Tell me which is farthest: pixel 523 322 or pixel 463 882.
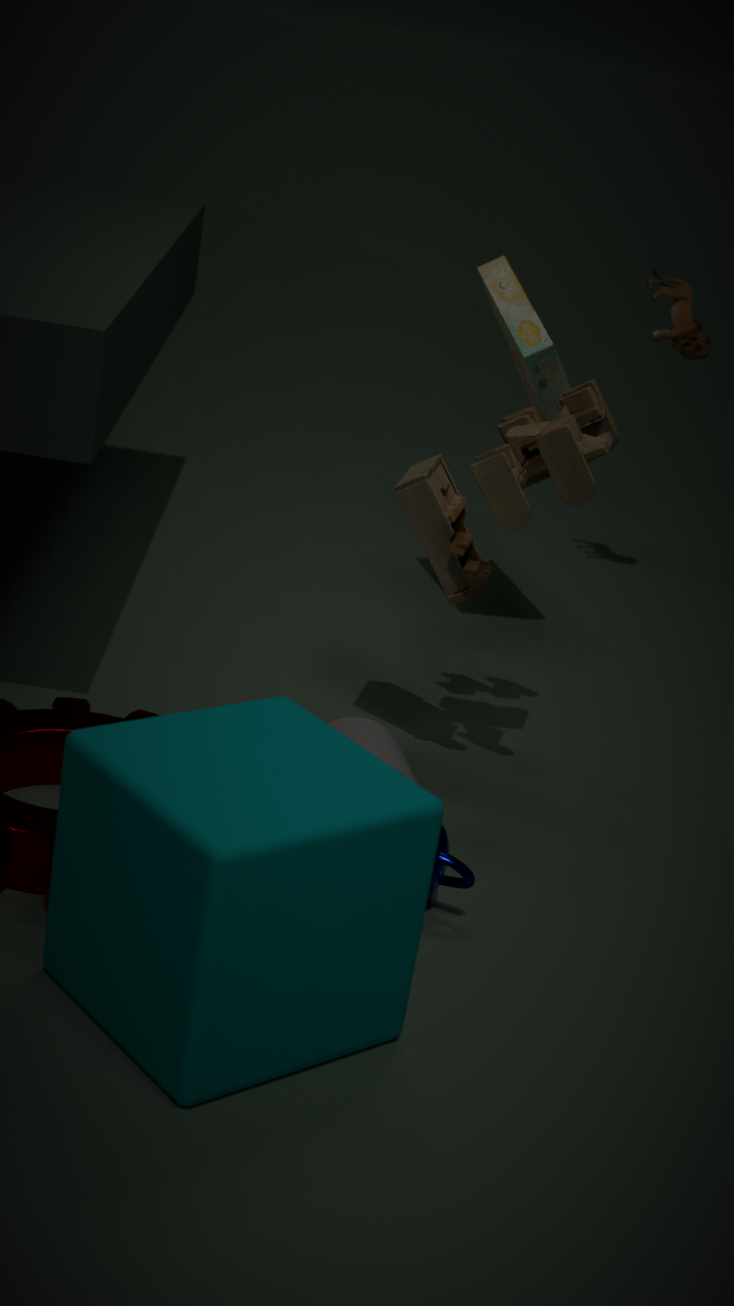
pixel 523 322
